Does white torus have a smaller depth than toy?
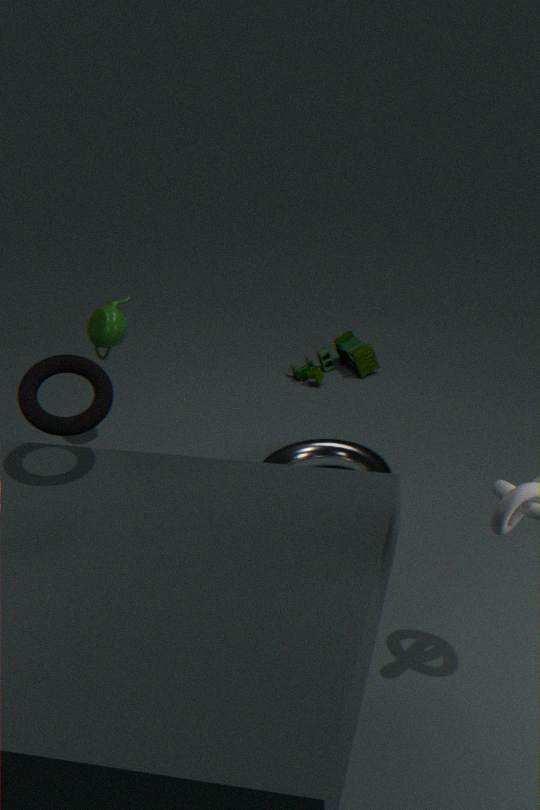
Yes
